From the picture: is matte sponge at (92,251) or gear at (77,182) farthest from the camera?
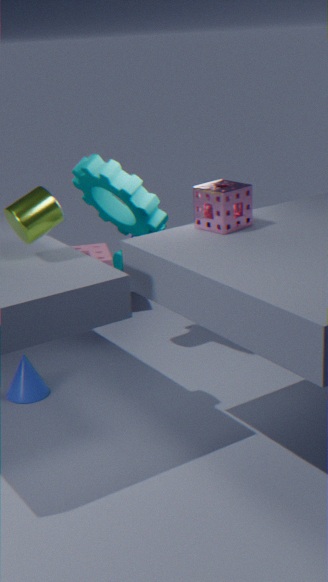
matte sponge at (92,251)
